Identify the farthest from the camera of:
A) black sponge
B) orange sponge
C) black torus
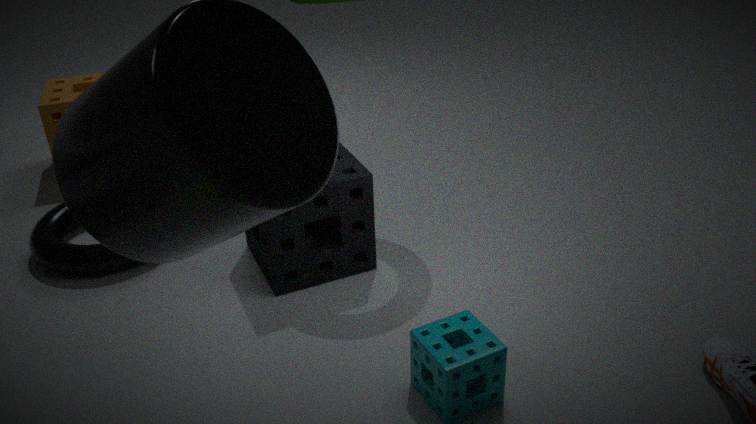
orange sponge
